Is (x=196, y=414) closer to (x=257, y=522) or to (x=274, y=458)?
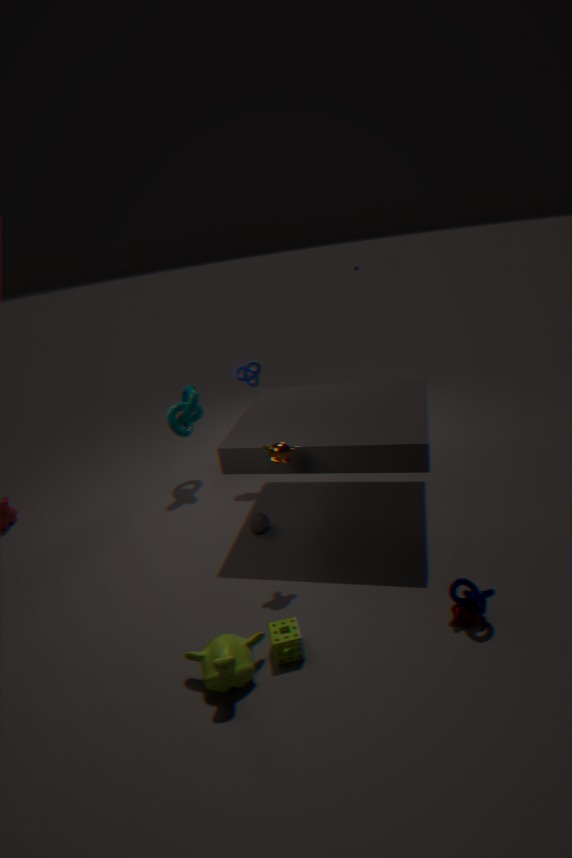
(x=257, y=522)
